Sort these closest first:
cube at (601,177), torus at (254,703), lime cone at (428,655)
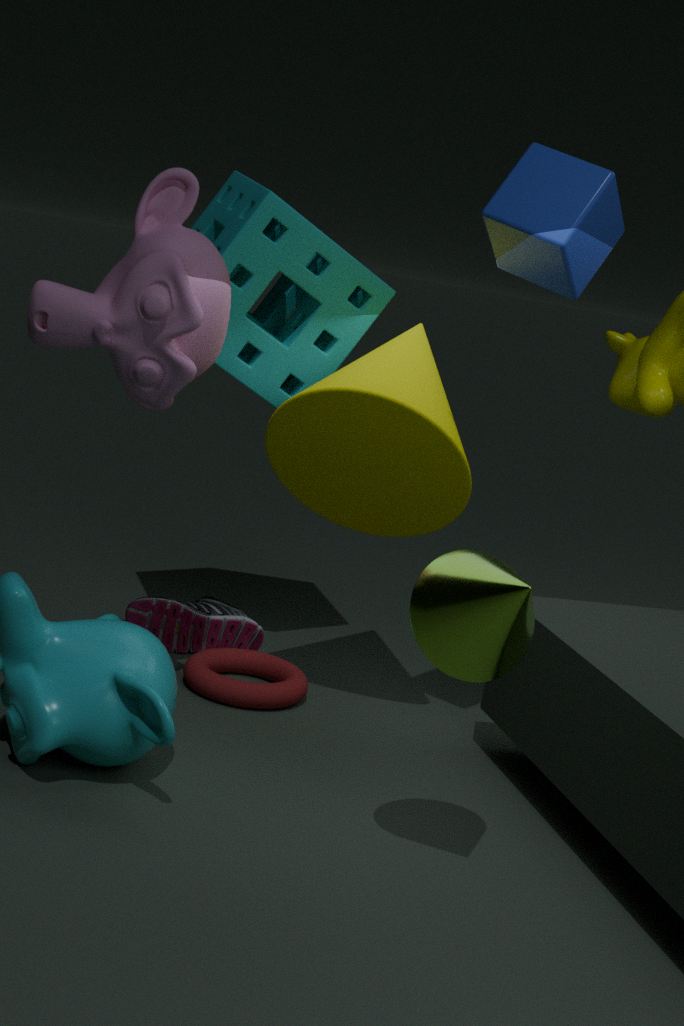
lime cone at (428,655)
cube at (601,177)
torus at (254,703)
